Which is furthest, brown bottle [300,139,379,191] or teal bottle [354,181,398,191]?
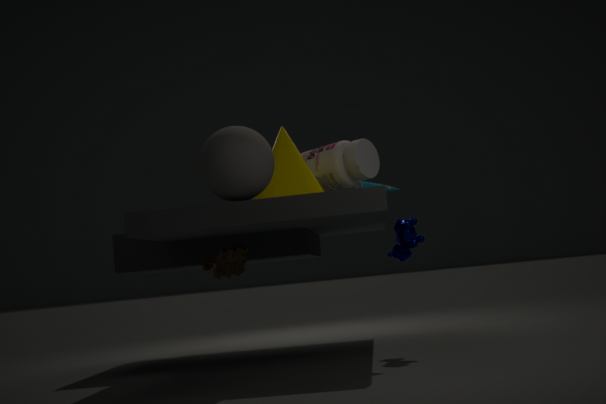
brown bottle [300,139,379,191]
